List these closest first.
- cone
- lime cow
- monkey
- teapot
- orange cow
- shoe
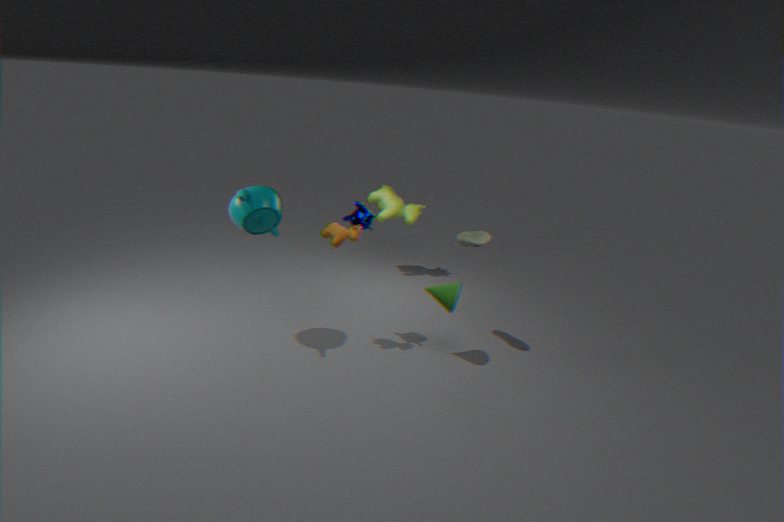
teapot, orange cow, cone, monkey, shoe, lime cow
